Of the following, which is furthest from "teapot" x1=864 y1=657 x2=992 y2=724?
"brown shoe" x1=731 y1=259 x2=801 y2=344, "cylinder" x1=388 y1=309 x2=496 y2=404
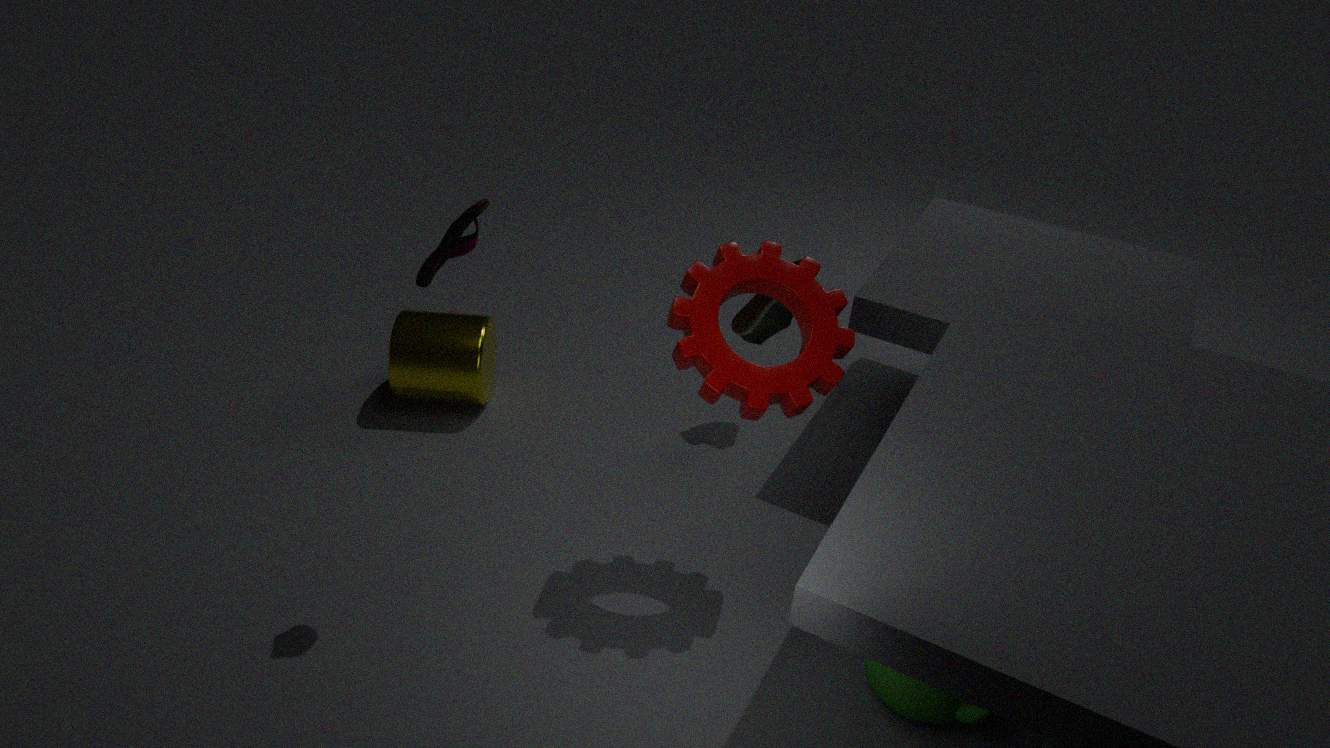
"cylinder" x1=388 y1=309 x2=496 y2=404
